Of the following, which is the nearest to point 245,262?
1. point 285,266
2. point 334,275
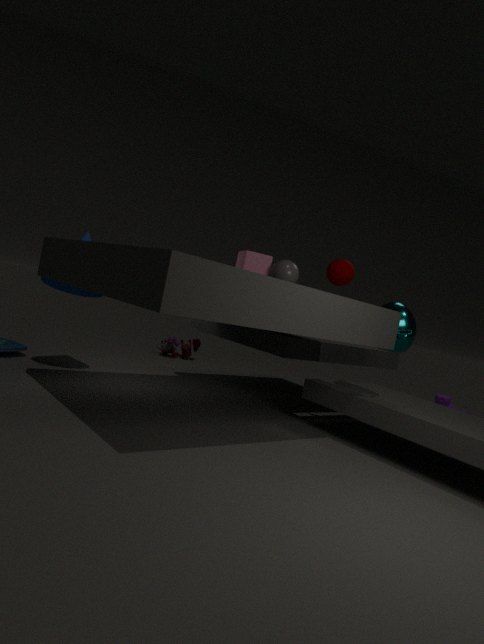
point 285,266
